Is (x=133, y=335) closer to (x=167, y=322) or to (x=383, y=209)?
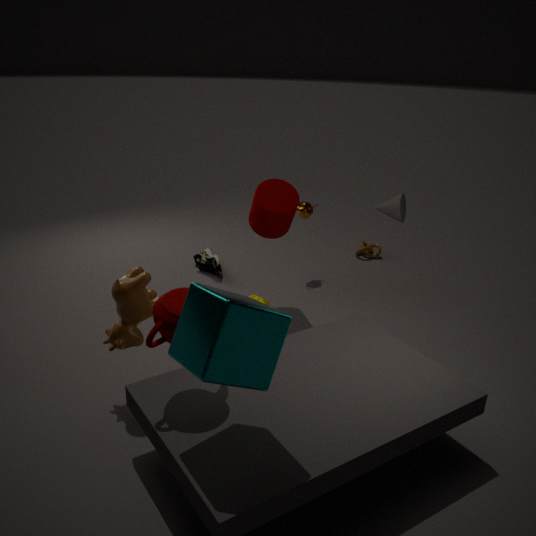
(x=167, y=322)
